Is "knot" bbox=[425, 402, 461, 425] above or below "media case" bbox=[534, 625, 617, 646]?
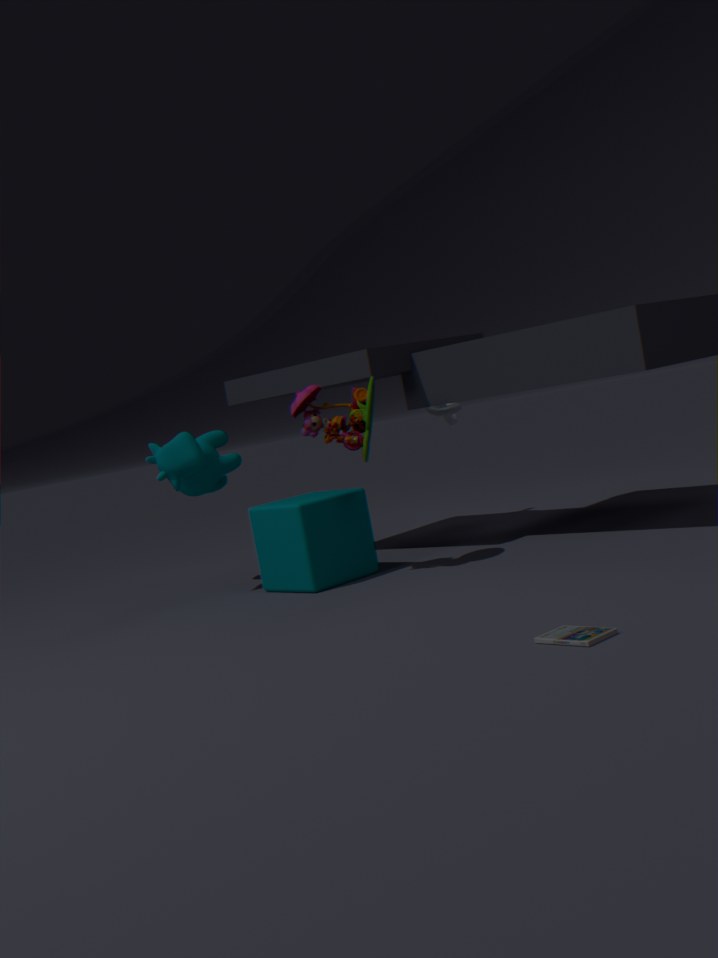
above
